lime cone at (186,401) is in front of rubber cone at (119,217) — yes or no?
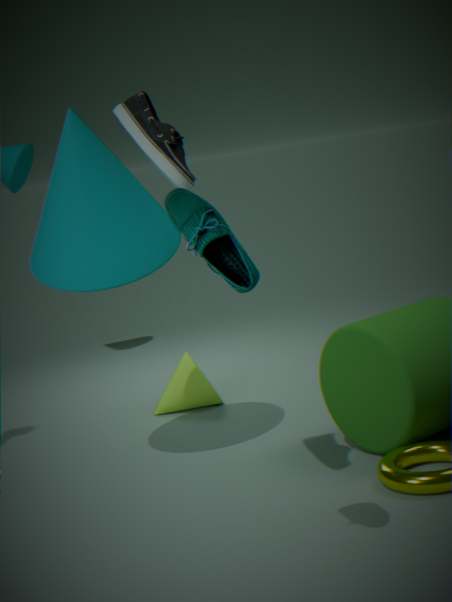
No
